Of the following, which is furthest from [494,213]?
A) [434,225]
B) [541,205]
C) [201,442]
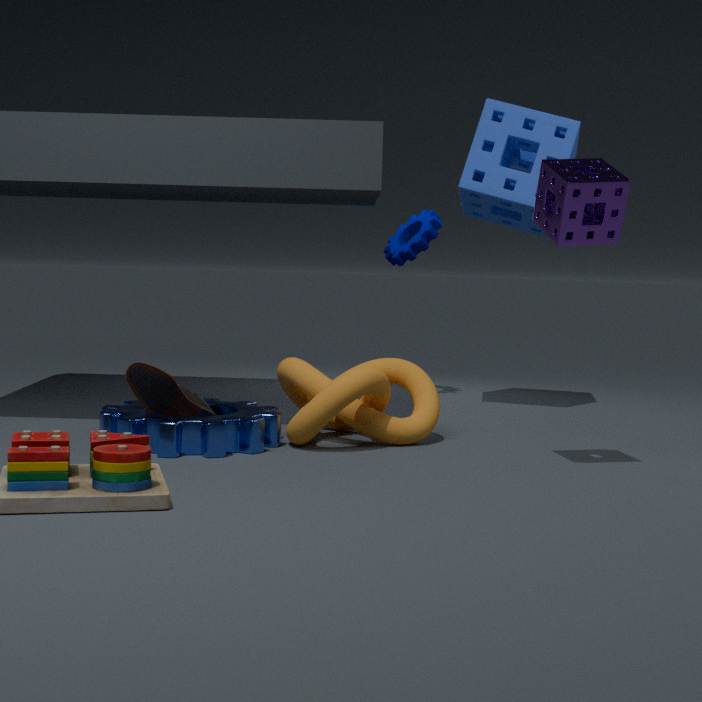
[201,442]
